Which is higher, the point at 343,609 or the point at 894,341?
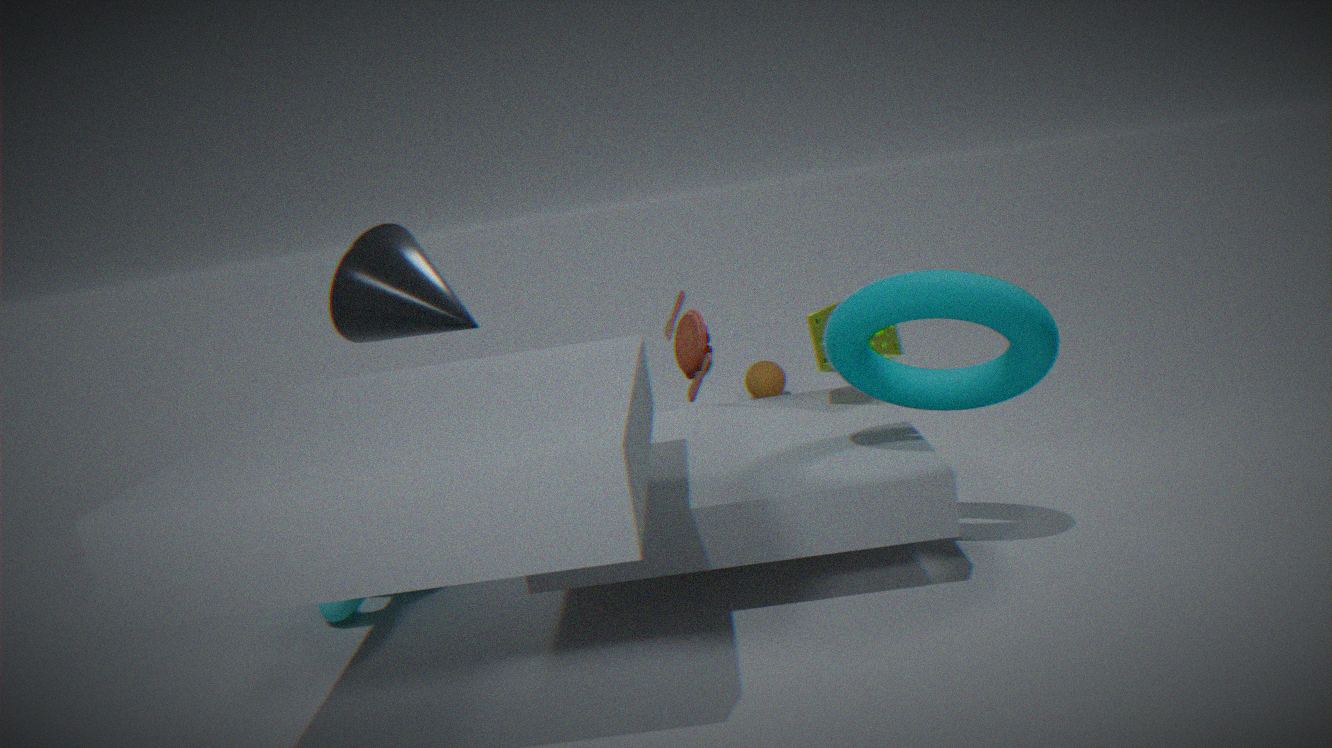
the point at 894,341
